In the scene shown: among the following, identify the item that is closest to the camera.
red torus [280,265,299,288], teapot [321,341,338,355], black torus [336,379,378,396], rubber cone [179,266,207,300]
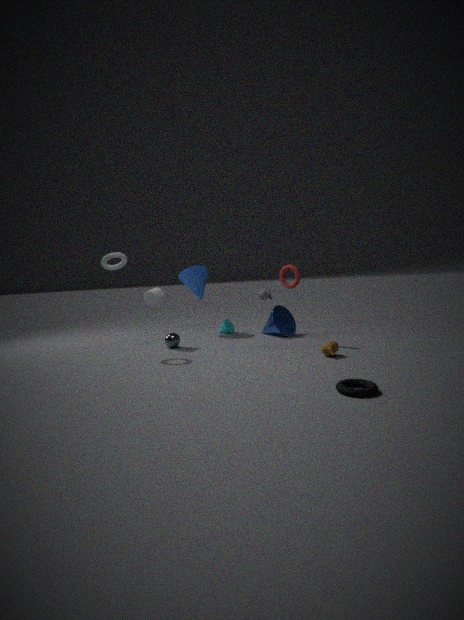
black torus [336,379,378,396]
